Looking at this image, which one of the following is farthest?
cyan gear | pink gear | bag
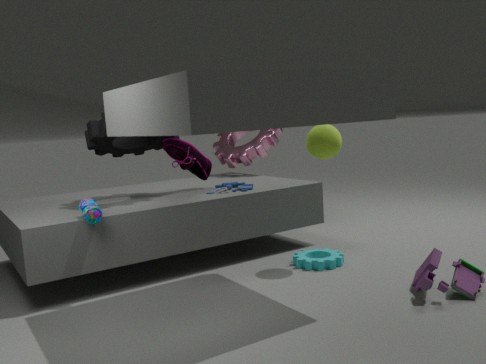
pink gear
